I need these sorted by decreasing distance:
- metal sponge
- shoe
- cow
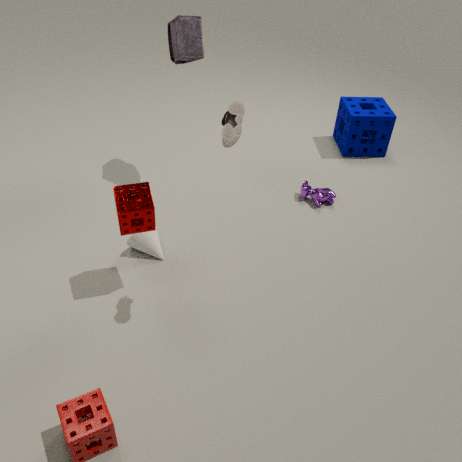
cow < metal sponge < shoe
